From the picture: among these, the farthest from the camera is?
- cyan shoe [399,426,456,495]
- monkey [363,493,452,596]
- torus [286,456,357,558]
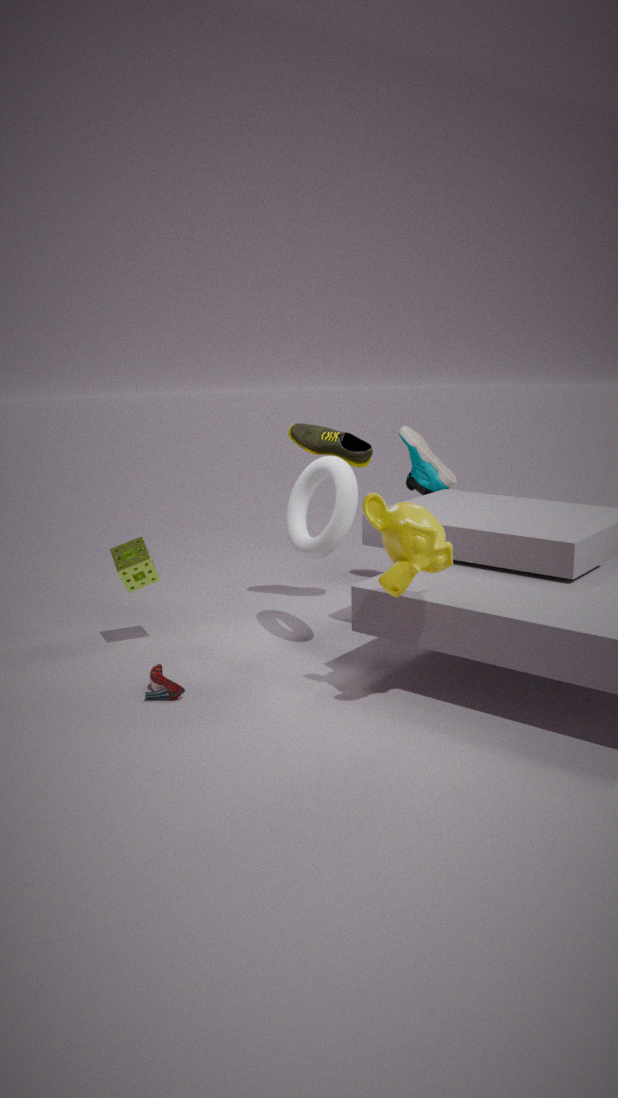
cyan shoe [399,426,456,495]
